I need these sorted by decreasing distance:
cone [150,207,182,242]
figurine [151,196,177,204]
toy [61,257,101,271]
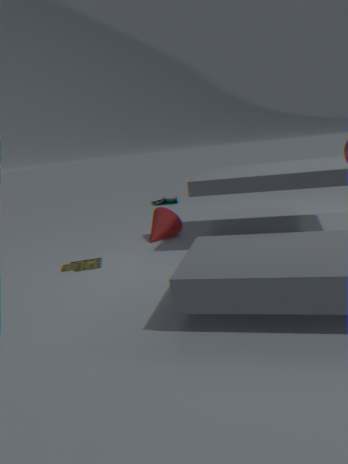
figurine [151,196,177,204] < cone [150,207,182,242] < toy [61,257,101,271]
